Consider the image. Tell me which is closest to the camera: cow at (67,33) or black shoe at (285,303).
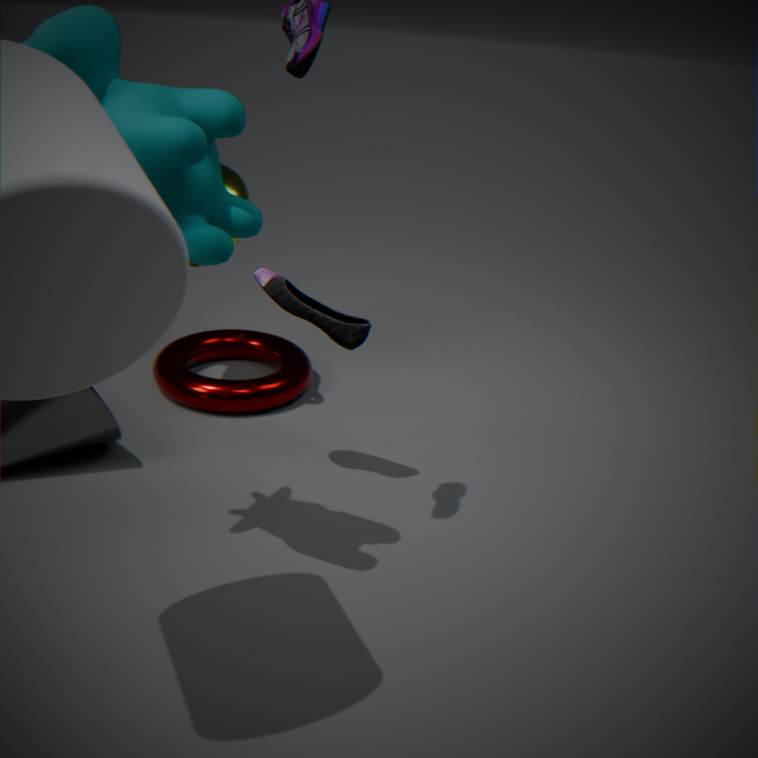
cow at (67,33)
